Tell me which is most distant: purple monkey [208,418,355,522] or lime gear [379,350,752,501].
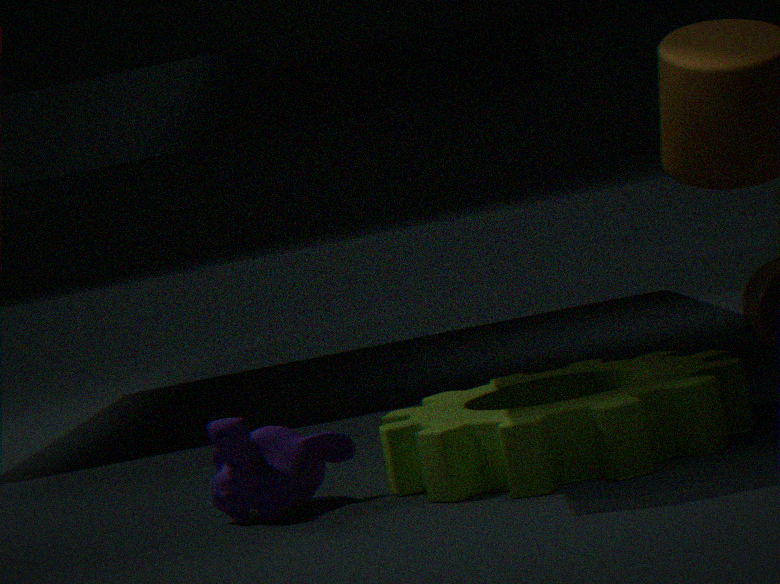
purple monkey [208,418,355,522]
